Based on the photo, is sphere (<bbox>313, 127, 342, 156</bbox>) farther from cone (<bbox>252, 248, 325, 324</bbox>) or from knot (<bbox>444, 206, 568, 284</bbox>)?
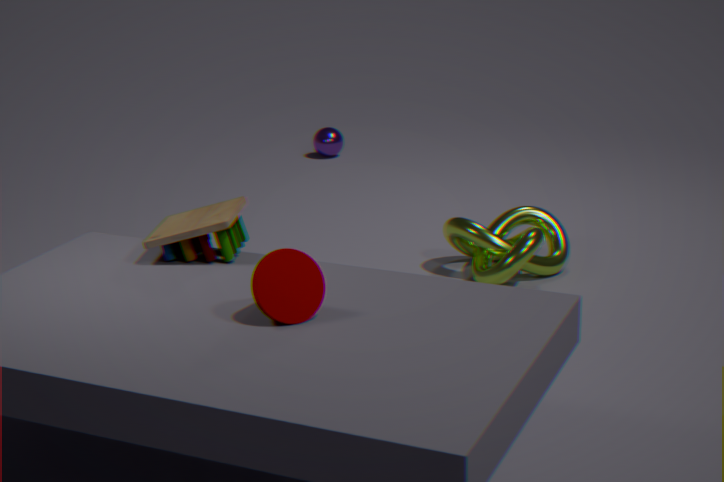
cone (<bbox>252, 248, 325, 324</bbox>)
